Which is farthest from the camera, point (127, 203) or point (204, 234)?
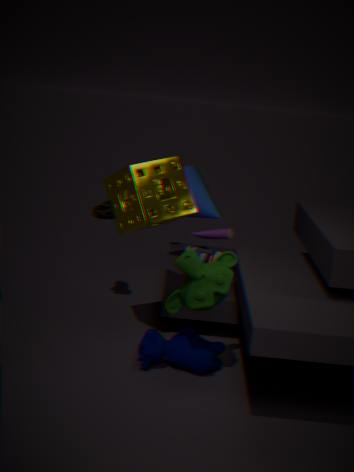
point (204, 234)
